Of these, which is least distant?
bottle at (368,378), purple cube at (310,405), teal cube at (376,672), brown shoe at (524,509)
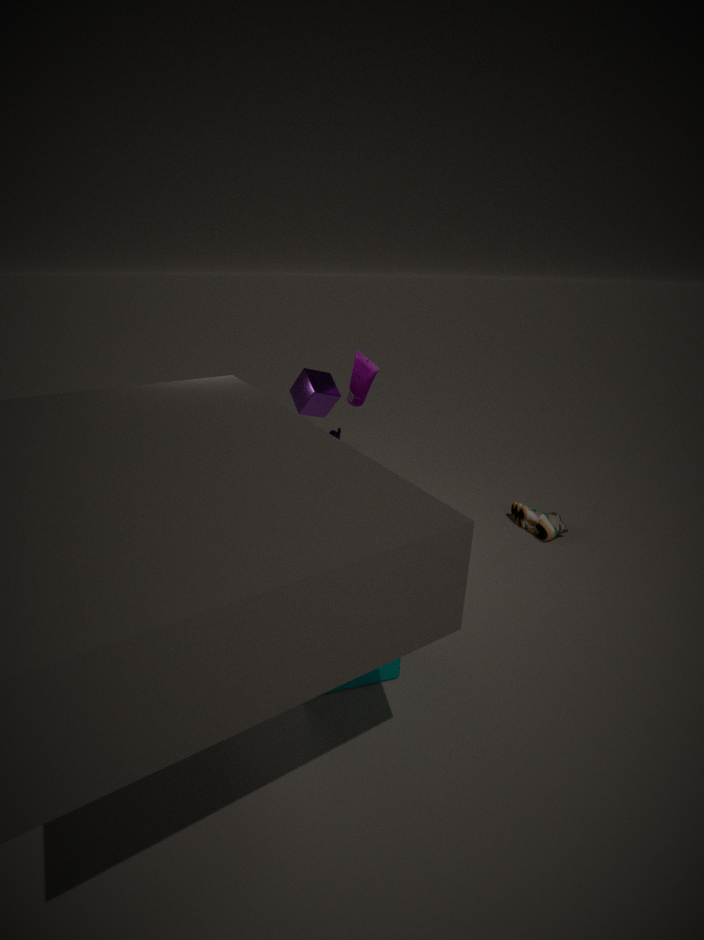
teal cube at (376,672)
